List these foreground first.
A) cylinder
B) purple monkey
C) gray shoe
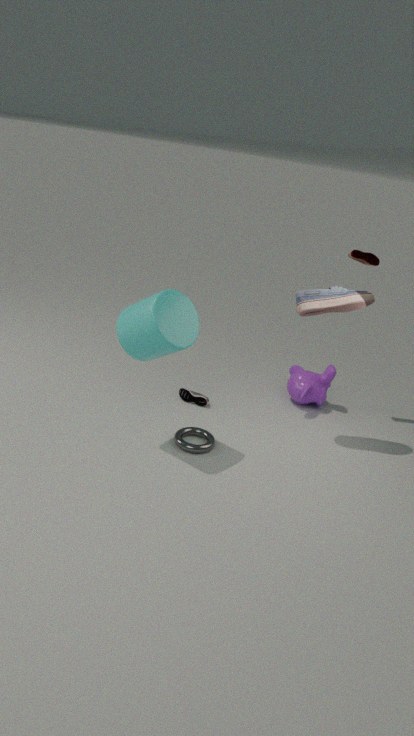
cylinder, gray shoe, purple monkey
